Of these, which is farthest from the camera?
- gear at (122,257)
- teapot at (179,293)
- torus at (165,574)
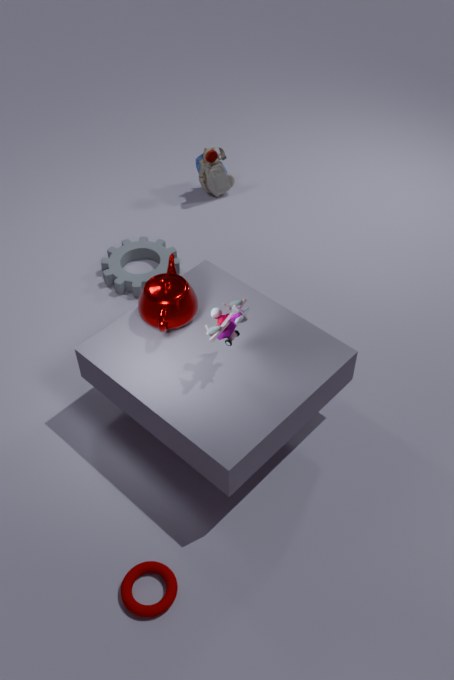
gear at (122,257)
